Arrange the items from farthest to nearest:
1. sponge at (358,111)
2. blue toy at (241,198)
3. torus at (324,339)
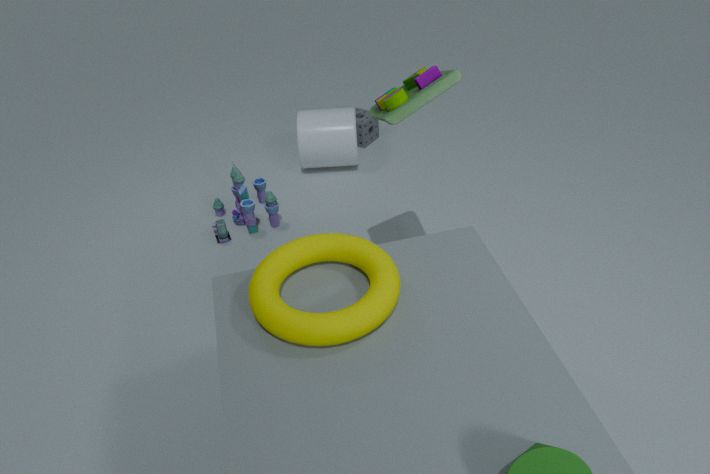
1. sponge at (358,111)
2. blue toy at (241,198)
3. torus at (324,339)
